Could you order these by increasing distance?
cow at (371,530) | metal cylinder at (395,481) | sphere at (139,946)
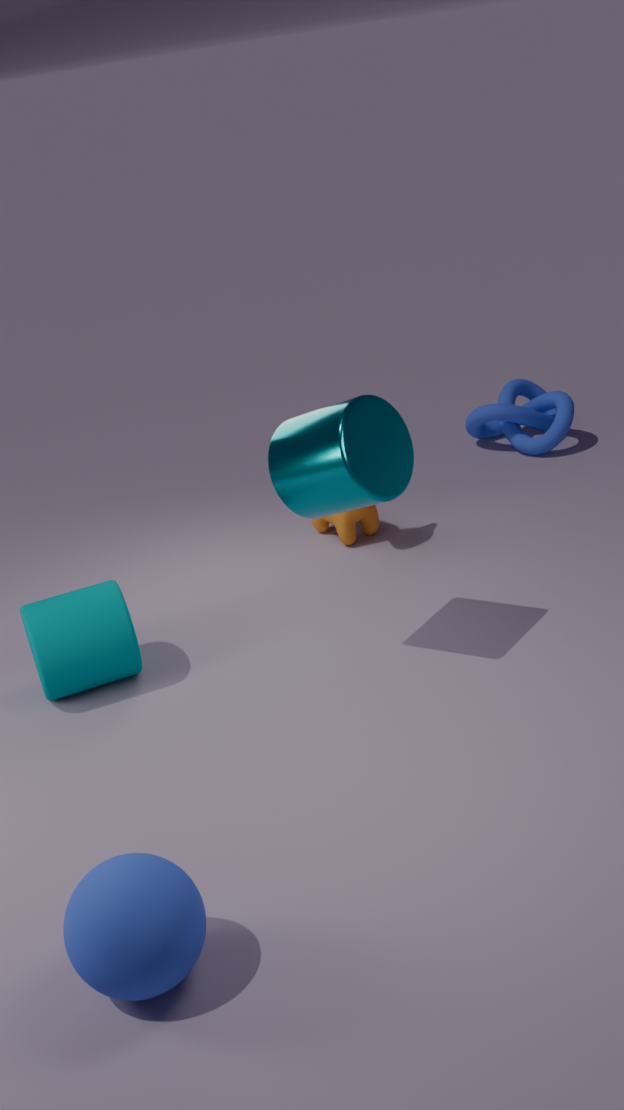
1. sphere at (139,946)
2. metal cylinder at (395,481)
3. cow at (371,530)
